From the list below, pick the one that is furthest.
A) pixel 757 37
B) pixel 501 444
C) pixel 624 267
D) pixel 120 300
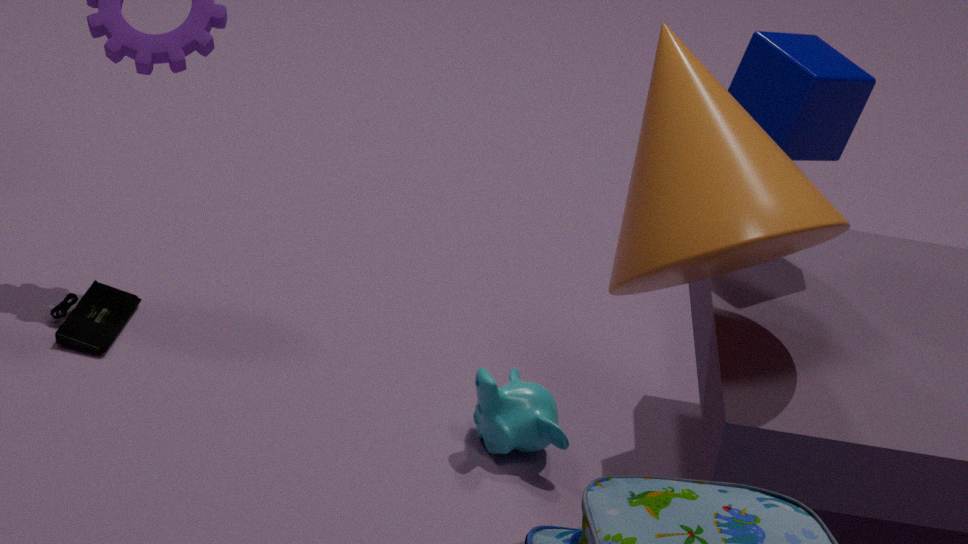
pixel 120 300
